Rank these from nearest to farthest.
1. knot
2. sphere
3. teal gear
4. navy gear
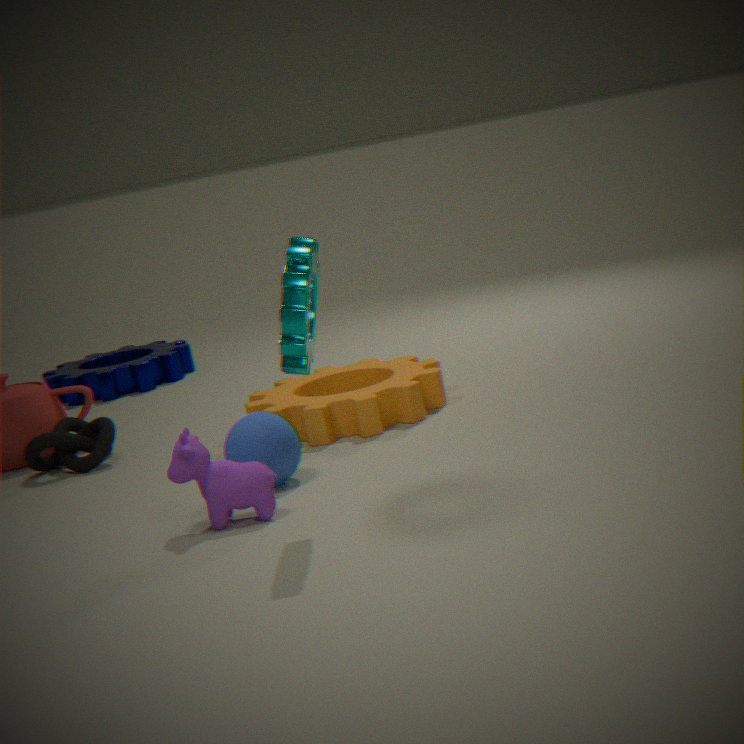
teal gear < sphere < knot < navy gear
